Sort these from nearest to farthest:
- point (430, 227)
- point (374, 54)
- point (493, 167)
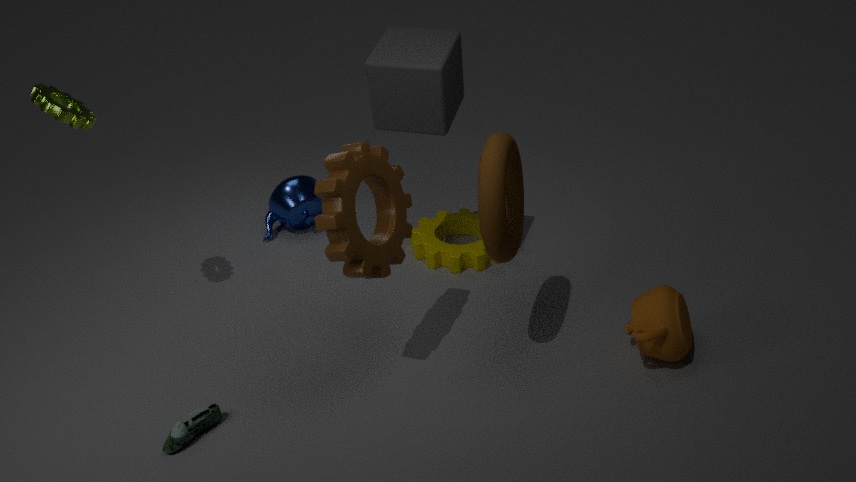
point (493, 167) → point (374, 54) → point (430, 227)
